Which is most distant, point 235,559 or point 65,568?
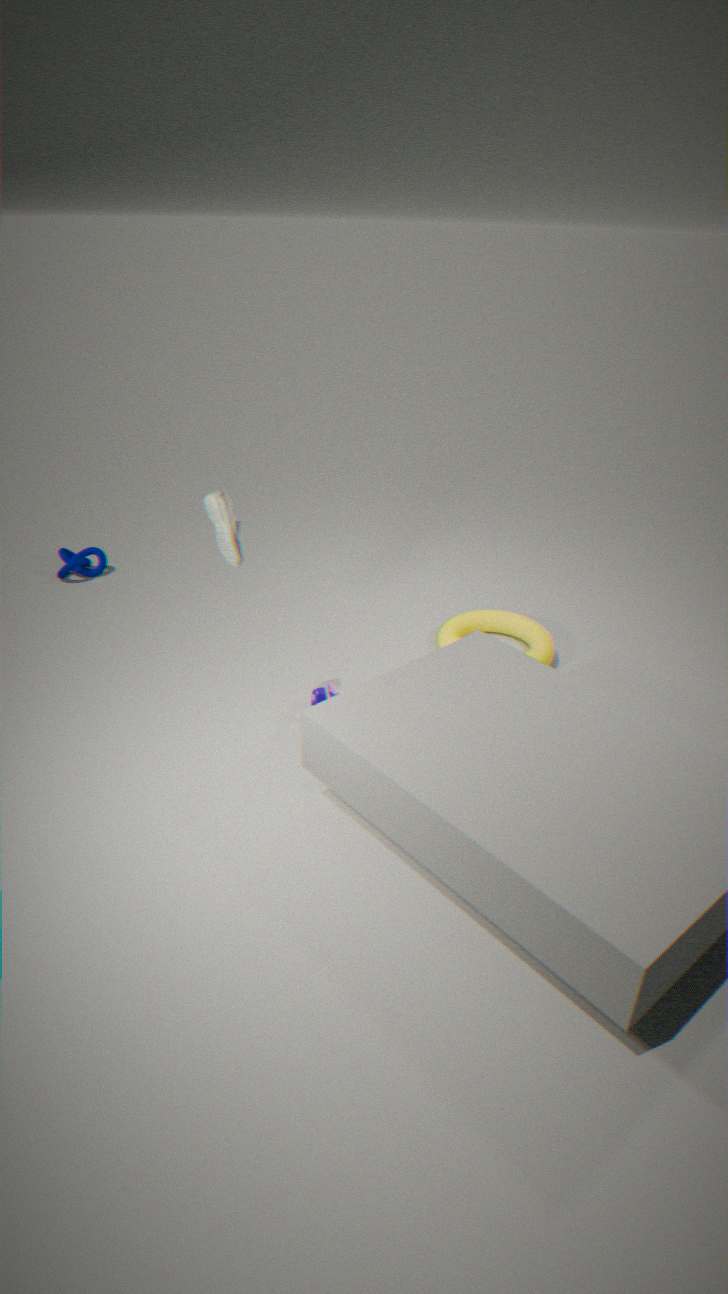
point 65,568
